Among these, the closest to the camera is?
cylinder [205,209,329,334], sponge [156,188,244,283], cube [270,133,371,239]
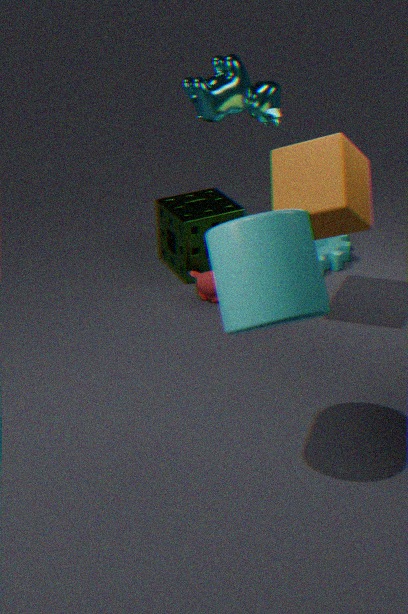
cylinder [205,209,329,334]
